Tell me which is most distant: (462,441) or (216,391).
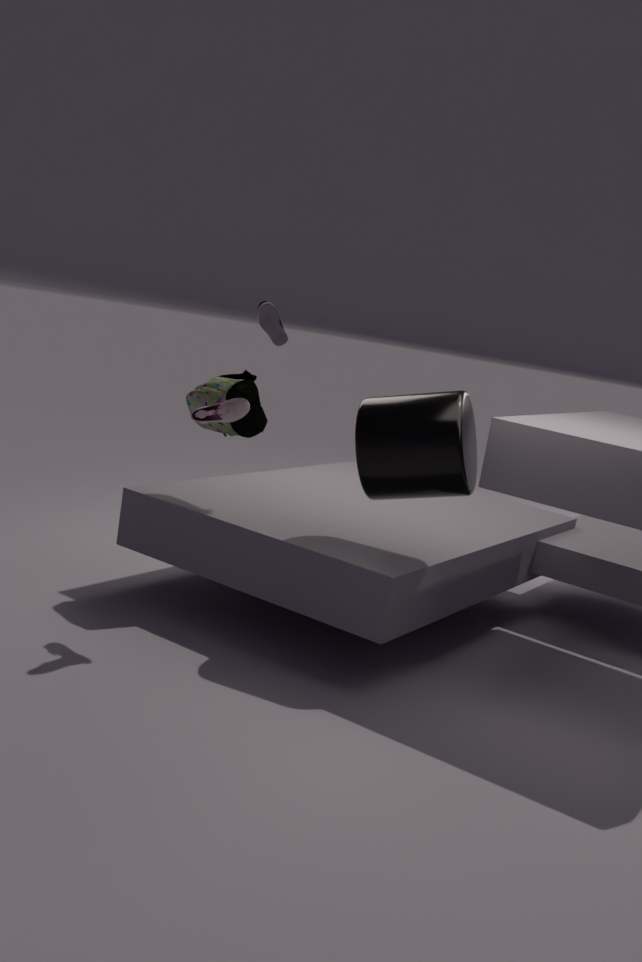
(216,391)
